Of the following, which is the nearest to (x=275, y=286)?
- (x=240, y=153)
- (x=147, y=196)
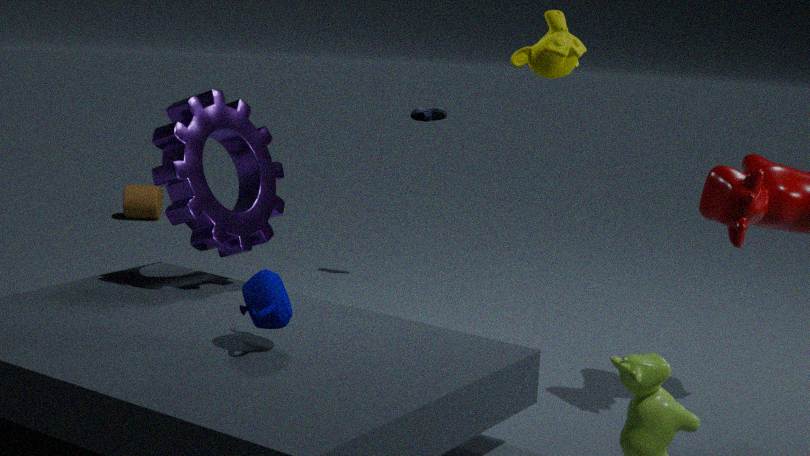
(x=240, y=153)
